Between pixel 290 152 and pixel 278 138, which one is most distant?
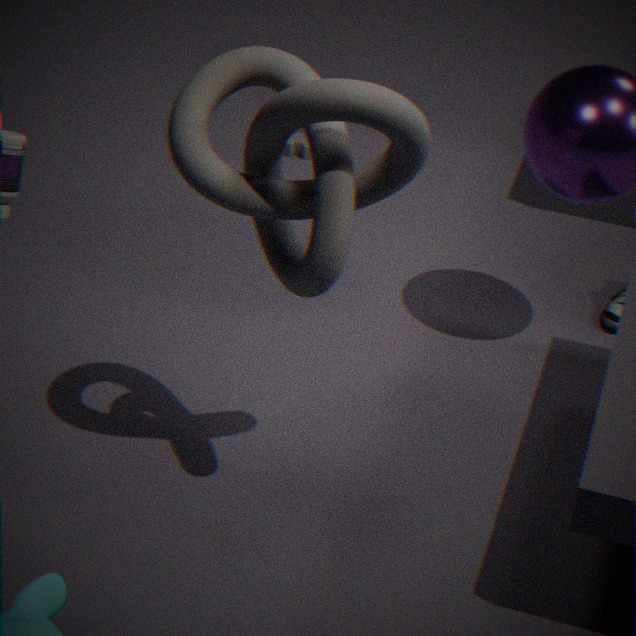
pixel 290 152
